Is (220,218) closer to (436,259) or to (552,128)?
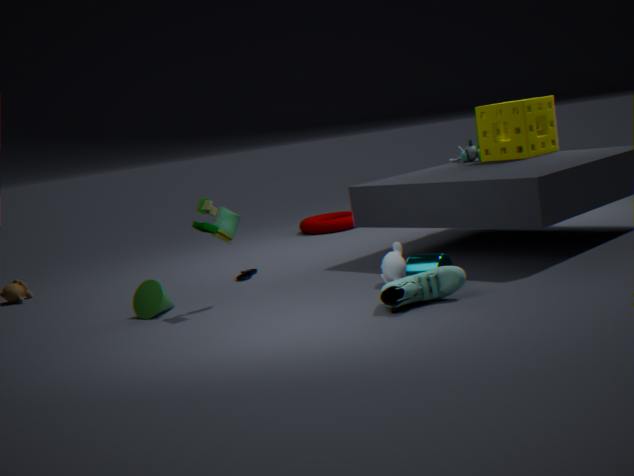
(436,259)
